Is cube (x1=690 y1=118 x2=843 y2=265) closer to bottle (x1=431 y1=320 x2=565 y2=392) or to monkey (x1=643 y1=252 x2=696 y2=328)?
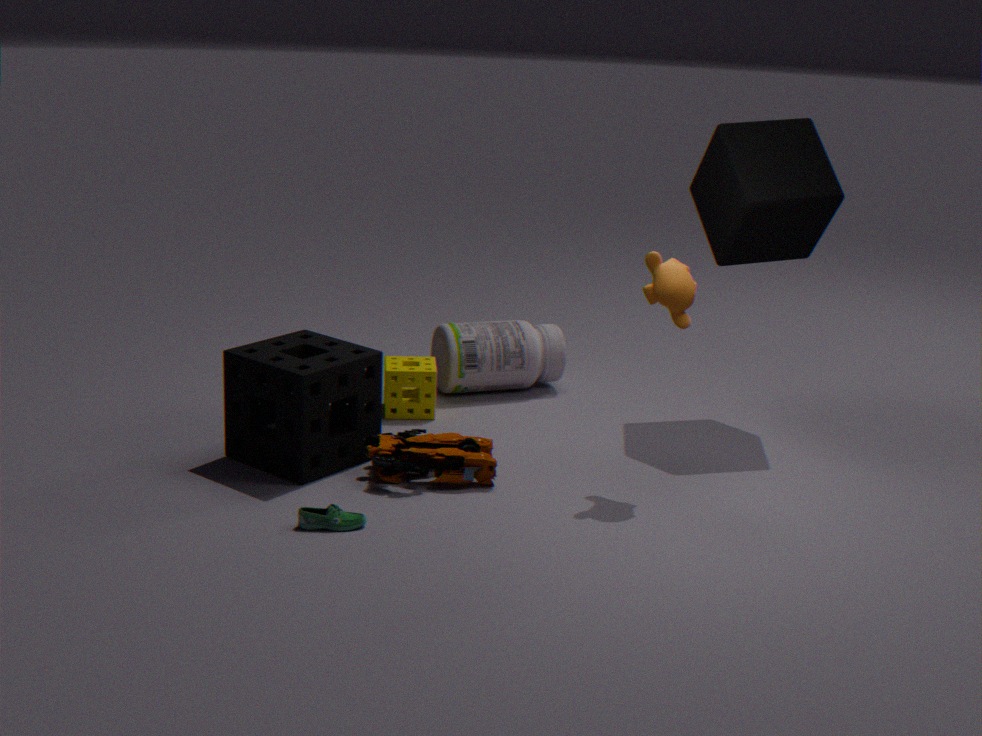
monkey (x1=643 y1=252 x2=696 y2=328)
